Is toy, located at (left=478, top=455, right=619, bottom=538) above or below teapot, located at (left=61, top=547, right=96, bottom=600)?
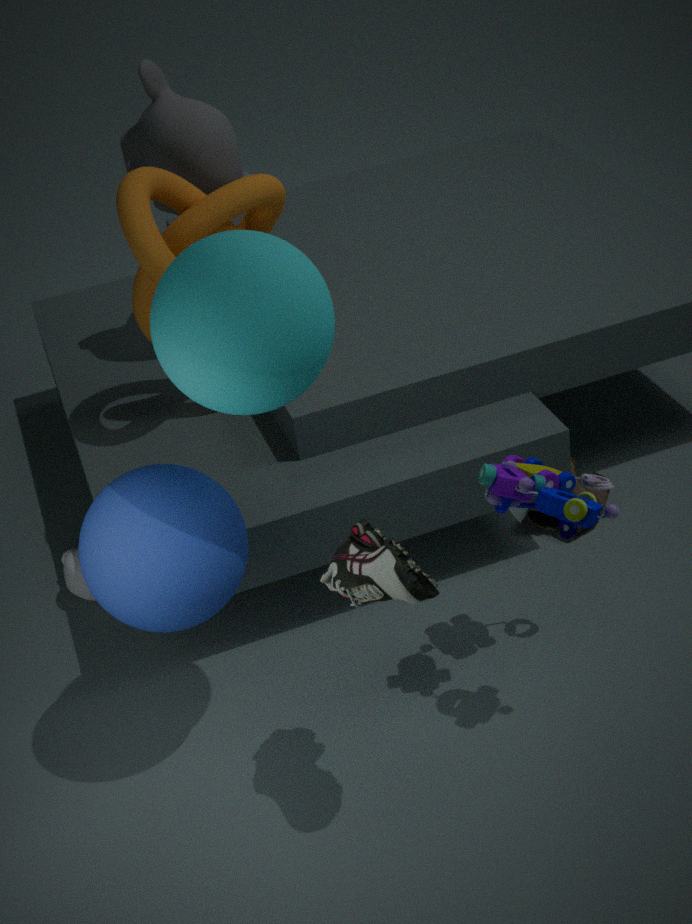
above
